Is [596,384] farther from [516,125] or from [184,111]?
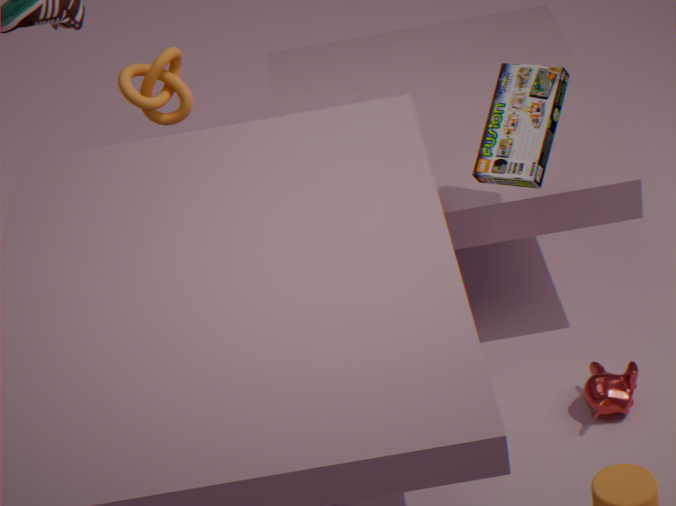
[184,111]
